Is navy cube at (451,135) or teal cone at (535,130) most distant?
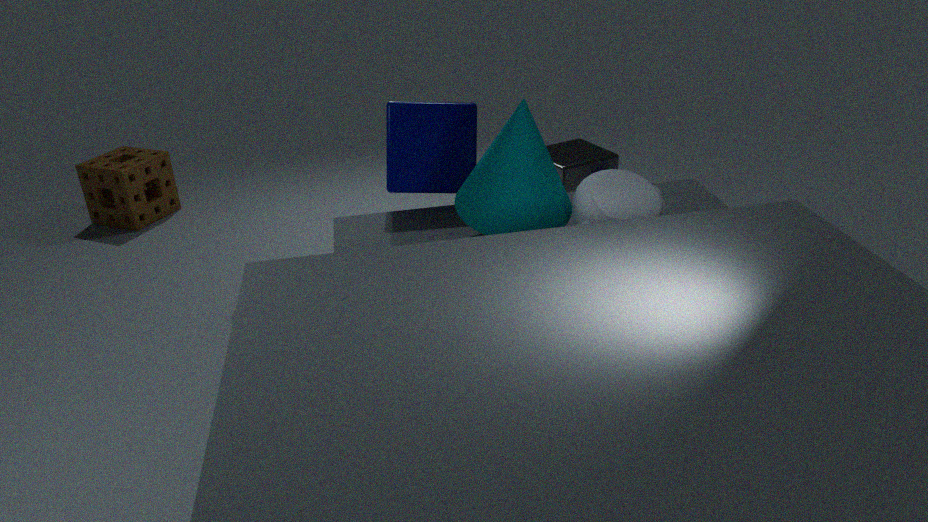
navy cube at (451,135)
